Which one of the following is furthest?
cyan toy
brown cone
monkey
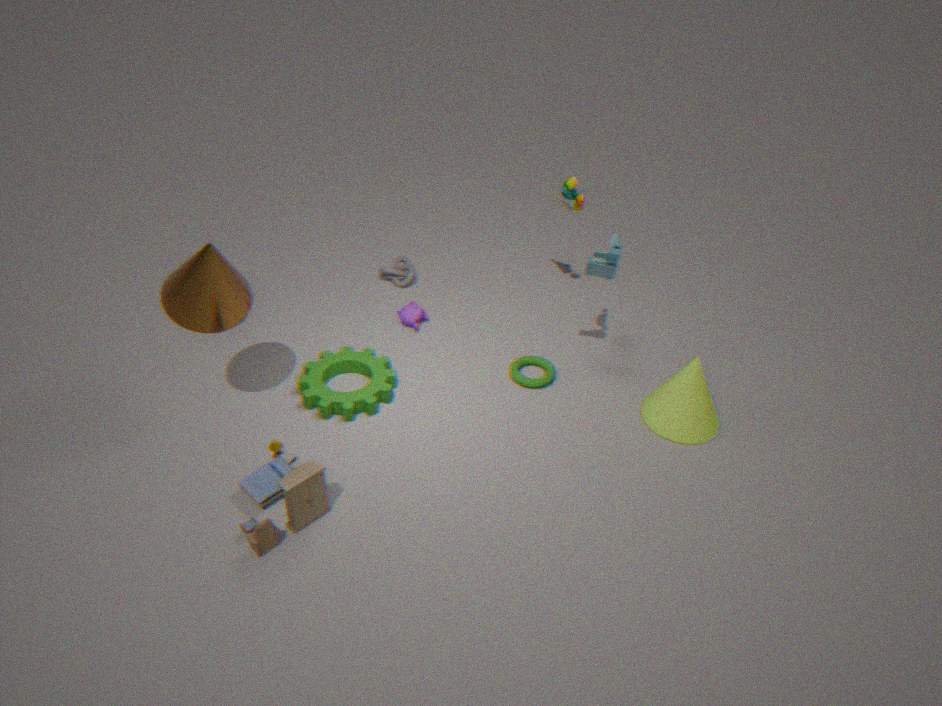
monkey
